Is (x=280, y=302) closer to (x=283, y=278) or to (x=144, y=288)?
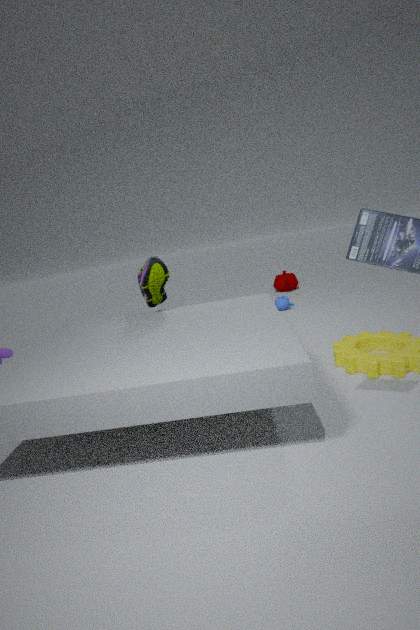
(x=283, y=278)
